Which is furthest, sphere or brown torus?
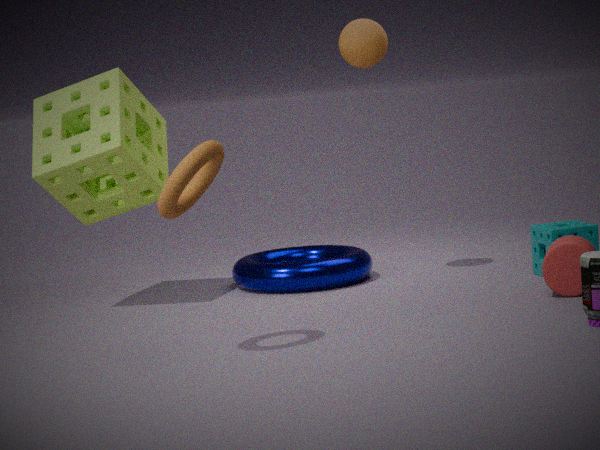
sphere
